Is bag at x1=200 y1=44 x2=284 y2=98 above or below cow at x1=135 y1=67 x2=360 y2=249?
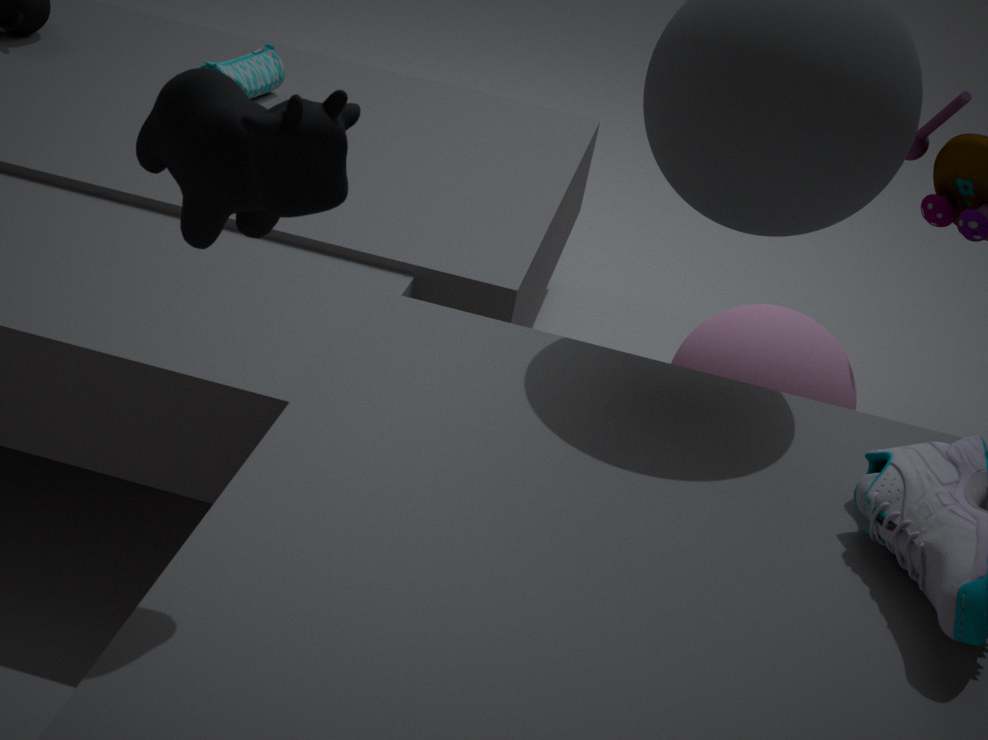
below
